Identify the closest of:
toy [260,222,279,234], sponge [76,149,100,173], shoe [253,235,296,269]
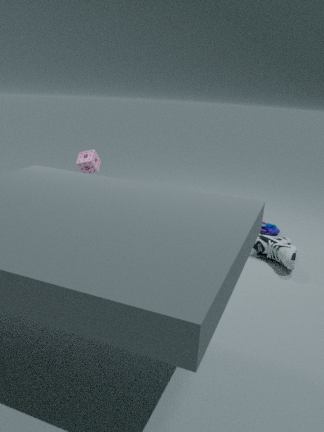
shoe [253,235,296,269]
